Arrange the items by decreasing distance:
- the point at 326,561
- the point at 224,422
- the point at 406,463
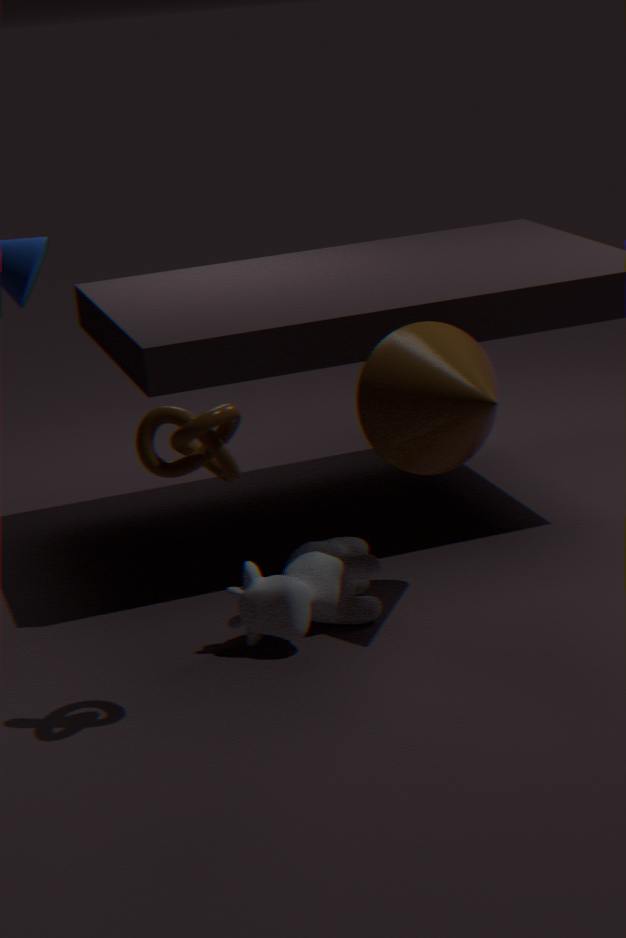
the point at 406,463, the point at 326,561, the point at 224,422
